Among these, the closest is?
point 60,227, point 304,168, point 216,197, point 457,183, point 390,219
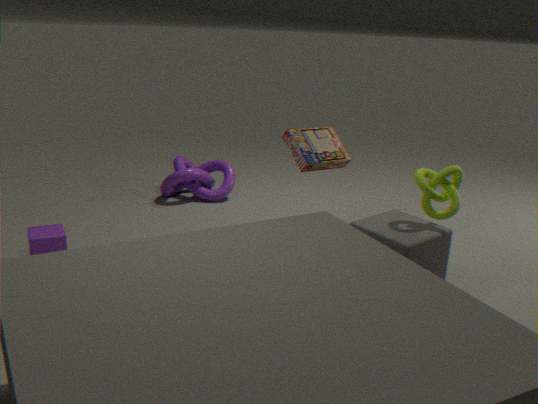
point 457,183
